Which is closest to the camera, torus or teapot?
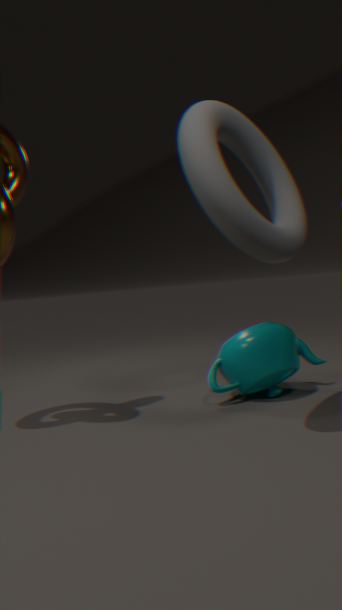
torus
